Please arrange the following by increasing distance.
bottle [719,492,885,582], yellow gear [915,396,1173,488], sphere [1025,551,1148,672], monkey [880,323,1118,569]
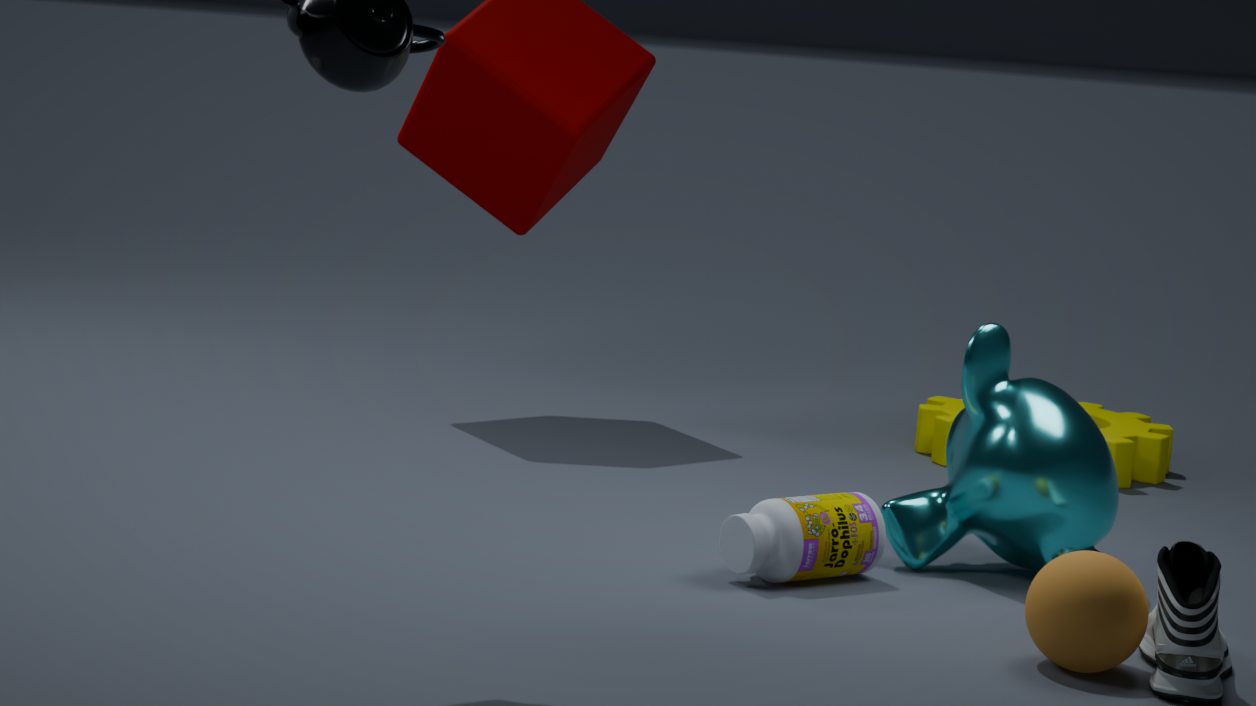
sphere [1025,551,1148,672] → bottle [719,492,885,582] → monkey [880,323,1118,569] → yellow gear [915,396,1173,488]
